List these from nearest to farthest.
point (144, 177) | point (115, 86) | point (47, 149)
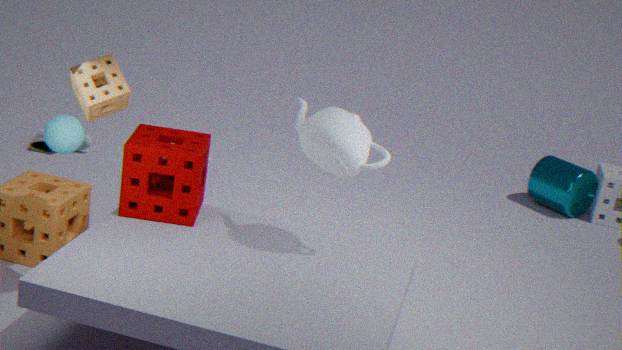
point (115, 86) < point (144, 177) < point (47, 149)
